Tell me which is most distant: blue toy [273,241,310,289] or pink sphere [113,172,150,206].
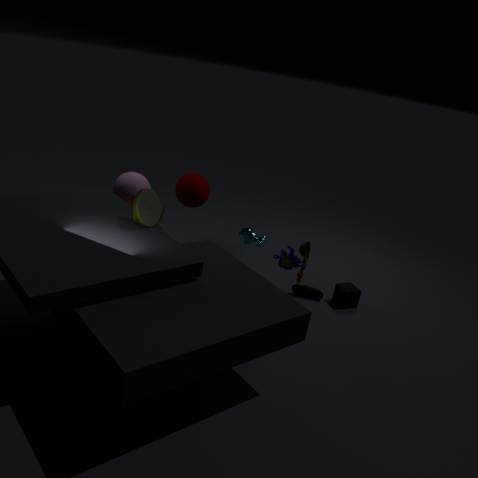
pink sphere [113,172,150,206]
